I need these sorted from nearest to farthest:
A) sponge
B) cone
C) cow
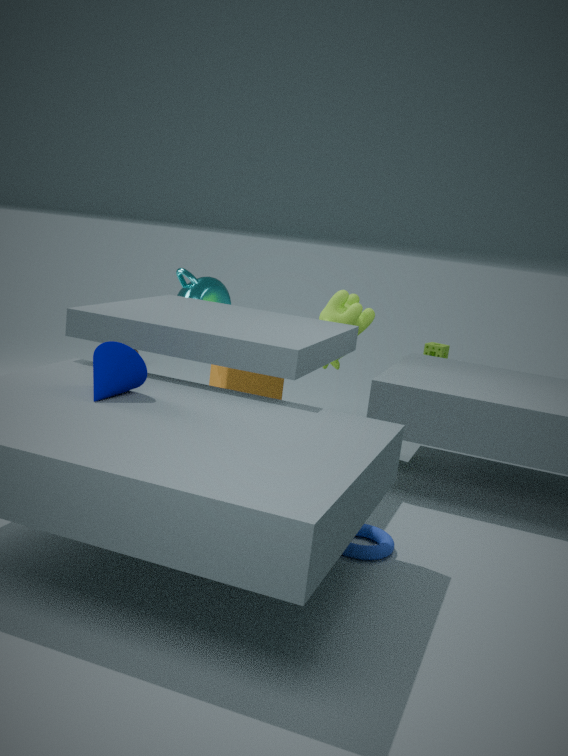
cone → cow → sponge
